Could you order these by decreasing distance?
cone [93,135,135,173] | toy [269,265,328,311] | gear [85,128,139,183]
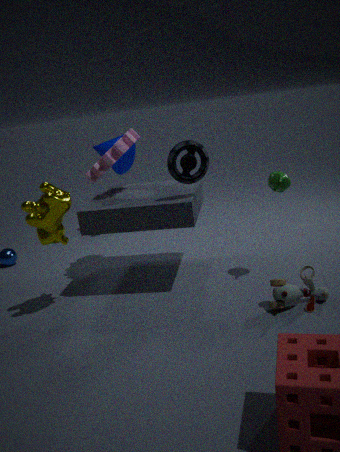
cone [93,135,135,173] < gear [85,128,139,183] < toy [269,265,328,311]
